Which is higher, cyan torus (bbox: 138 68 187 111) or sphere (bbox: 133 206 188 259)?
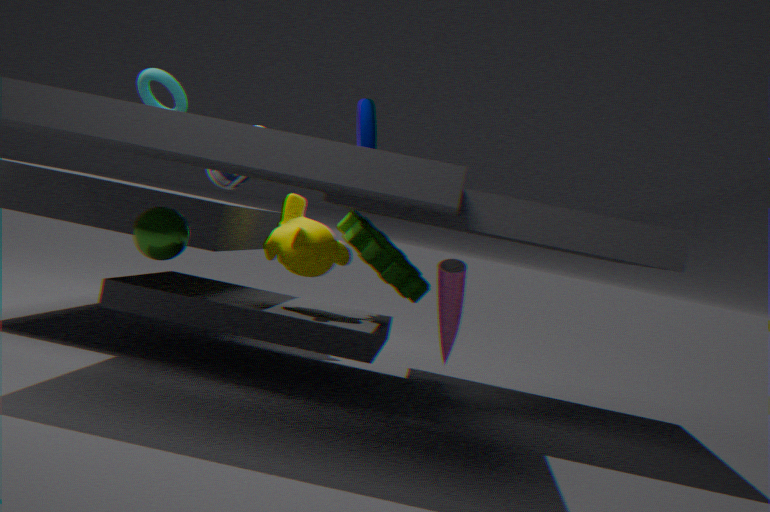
cyan torus (bbox: 138 68 187 111)
